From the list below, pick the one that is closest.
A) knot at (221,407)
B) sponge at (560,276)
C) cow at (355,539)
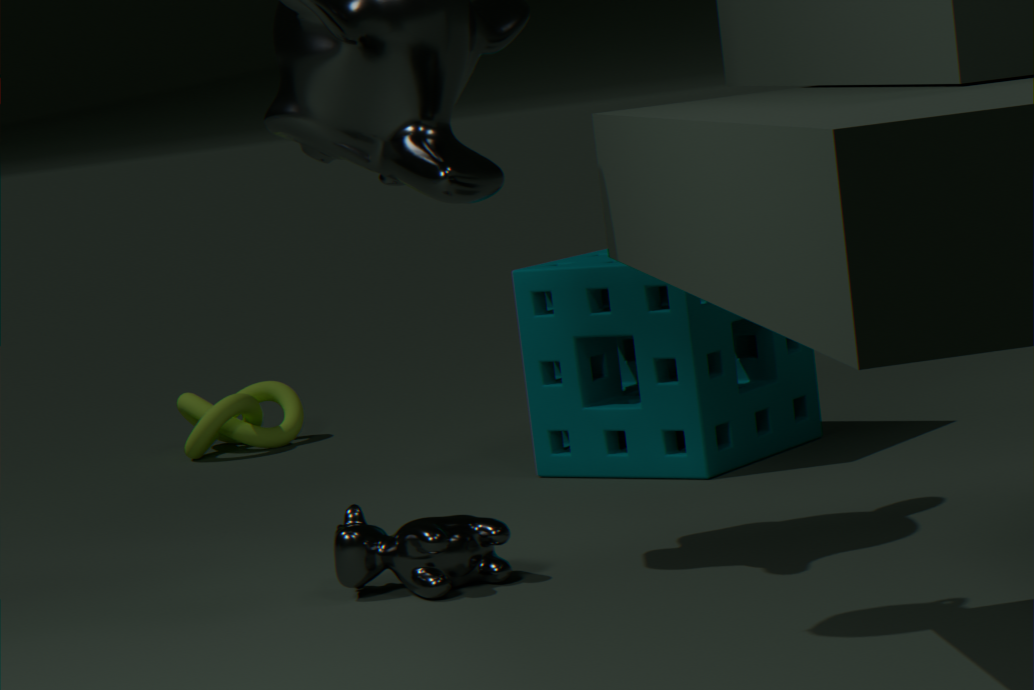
cow at (355,539)
